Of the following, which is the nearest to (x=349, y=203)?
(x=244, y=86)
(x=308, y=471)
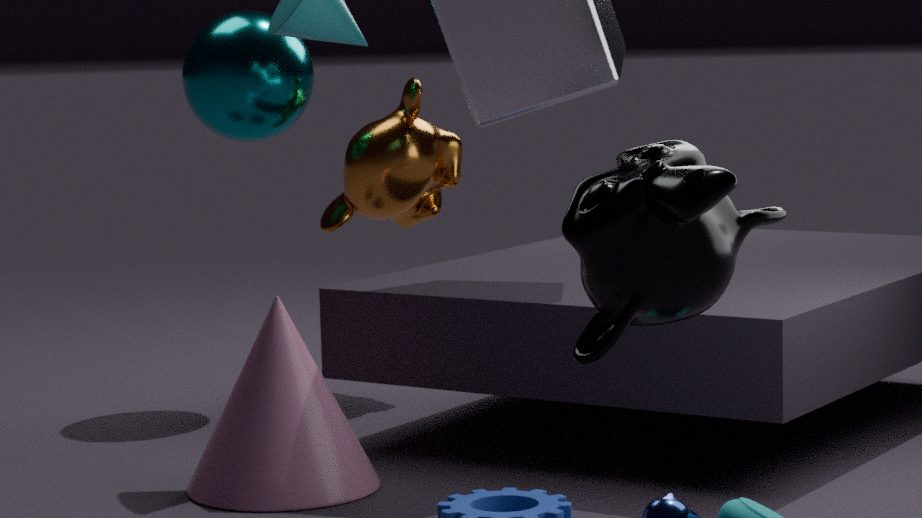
(x=244, y=86)
